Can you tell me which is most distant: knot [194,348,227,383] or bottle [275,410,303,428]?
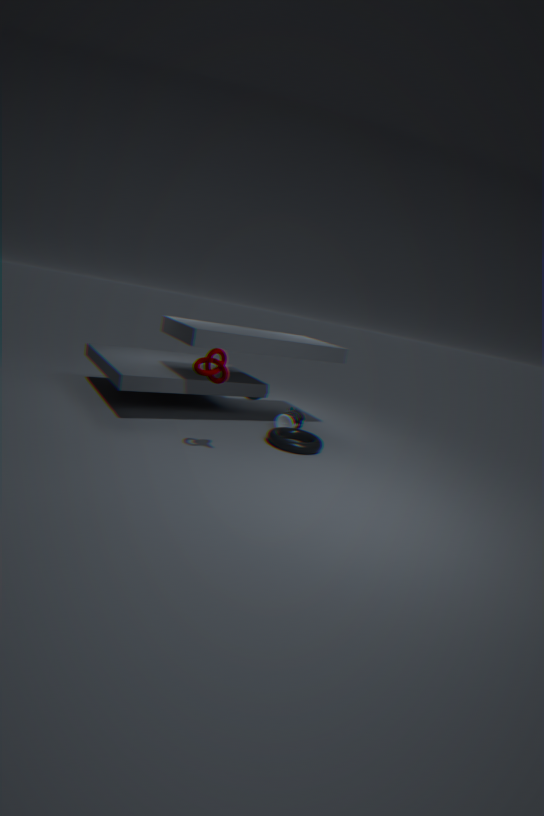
bottle [275,410,303,428]
